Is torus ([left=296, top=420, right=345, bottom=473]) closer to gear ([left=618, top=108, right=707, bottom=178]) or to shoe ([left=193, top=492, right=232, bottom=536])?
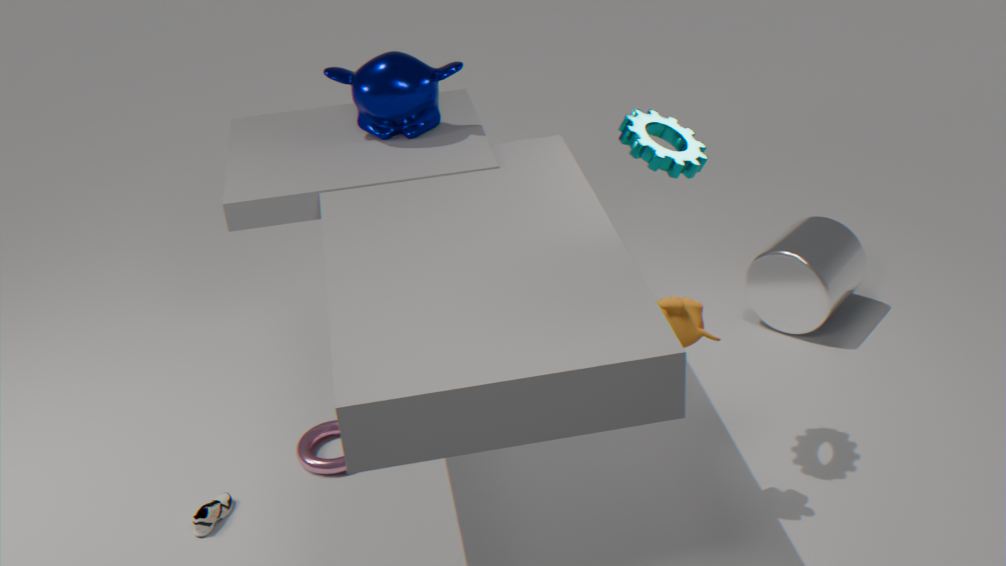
shoe ([left=193, top=492, right=232, bottom=536])
